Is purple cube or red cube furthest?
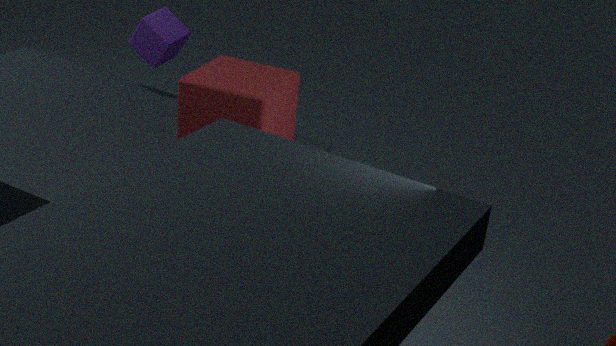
purple cube
